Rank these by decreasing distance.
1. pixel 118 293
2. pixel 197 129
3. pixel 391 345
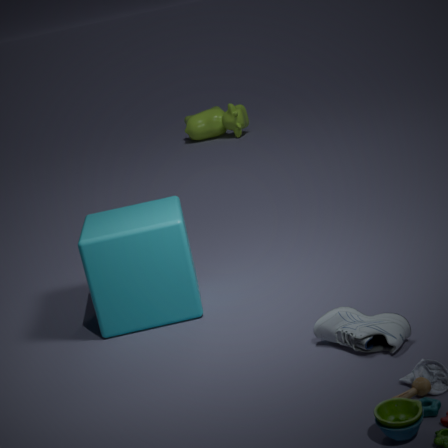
pixel 197 129 < pixel 118 293 < pixel 391 345
